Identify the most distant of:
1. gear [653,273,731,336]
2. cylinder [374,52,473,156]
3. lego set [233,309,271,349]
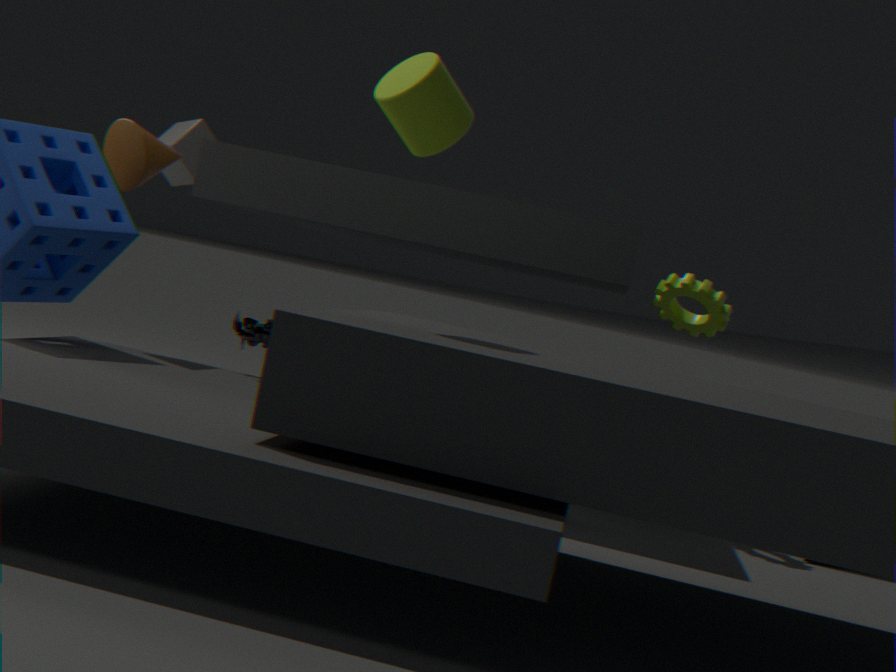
gear [653,273,731,336]
